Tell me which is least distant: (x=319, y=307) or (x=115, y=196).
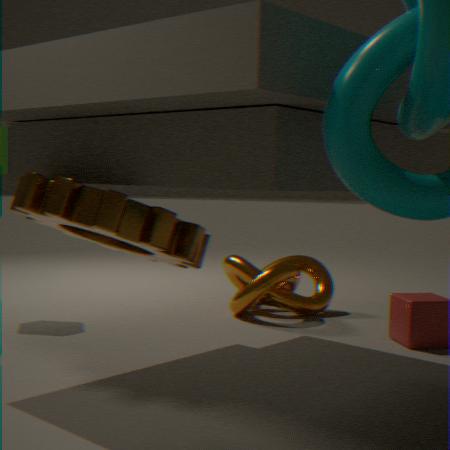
(x=115, y=196)
